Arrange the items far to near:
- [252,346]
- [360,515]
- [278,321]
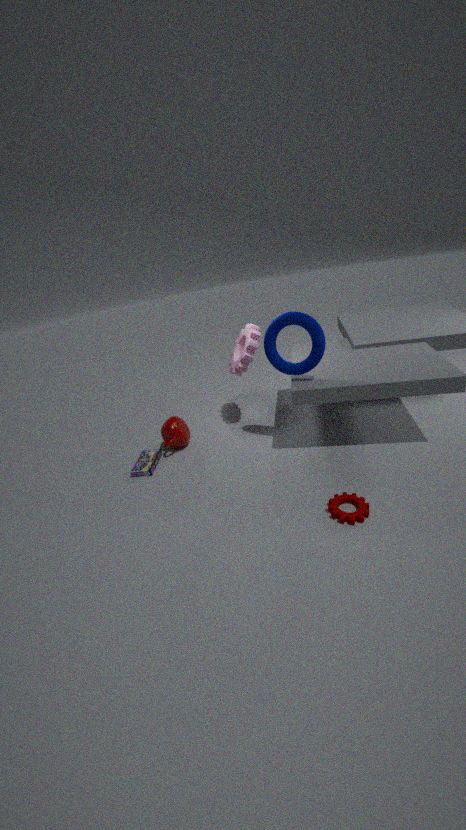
1. [252,346]
2. [278,321]
3. [360,515]
